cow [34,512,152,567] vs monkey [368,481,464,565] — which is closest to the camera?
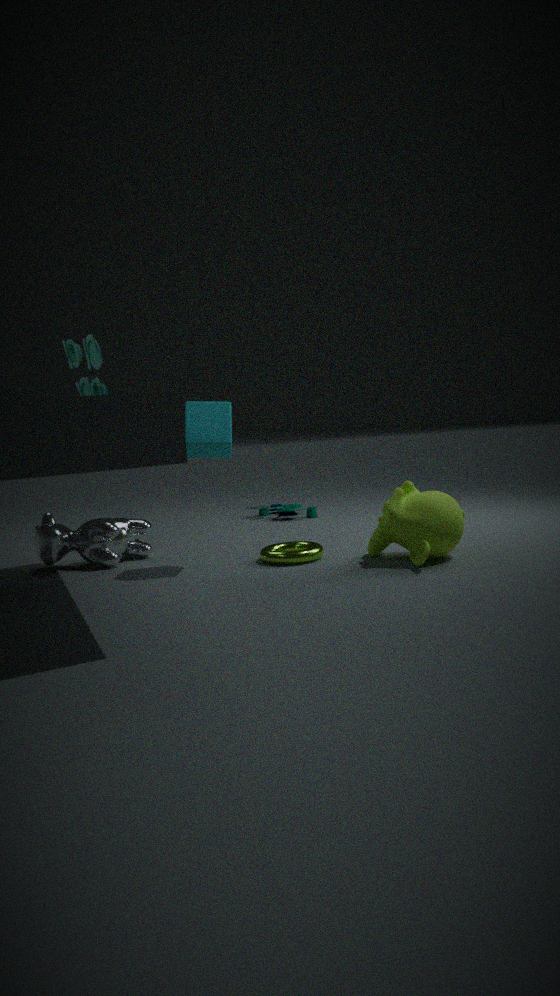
monkey [368,481,464,565]
